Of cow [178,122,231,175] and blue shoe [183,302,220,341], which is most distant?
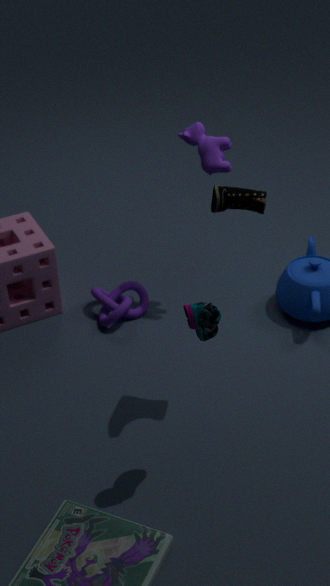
cow [178,122,231,175]
